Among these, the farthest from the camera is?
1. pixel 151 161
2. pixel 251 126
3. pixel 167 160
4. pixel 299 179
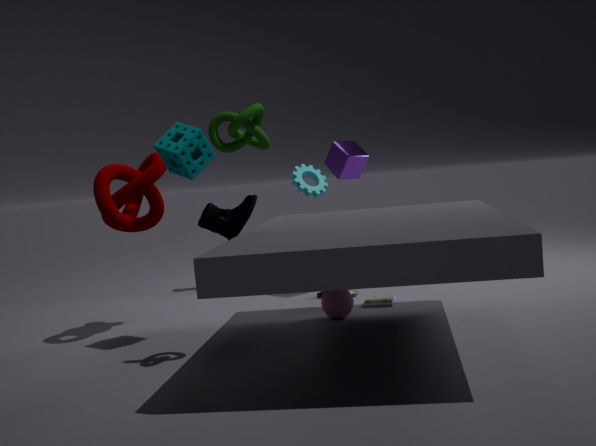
pixel 299 179
